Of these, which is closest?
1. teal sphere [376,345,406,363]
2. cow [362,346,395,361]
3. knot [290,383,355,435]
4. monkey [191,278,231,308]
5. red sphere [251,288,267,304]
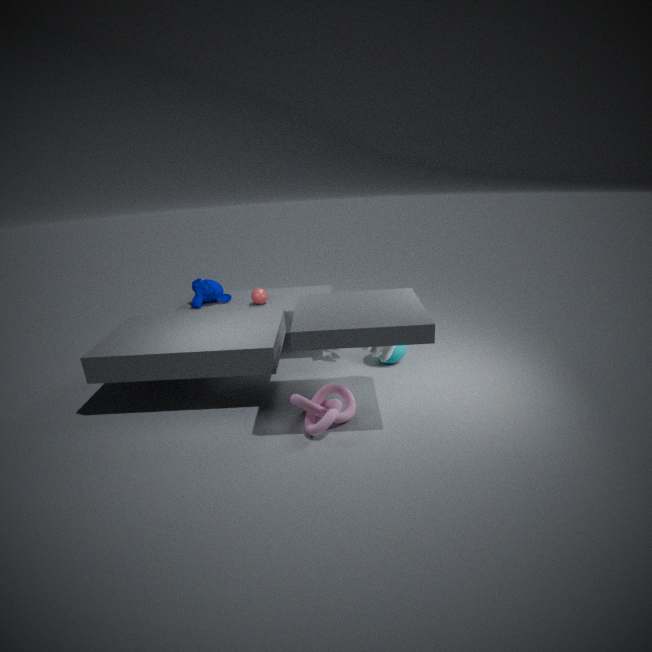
knot [290,383,355,435]
